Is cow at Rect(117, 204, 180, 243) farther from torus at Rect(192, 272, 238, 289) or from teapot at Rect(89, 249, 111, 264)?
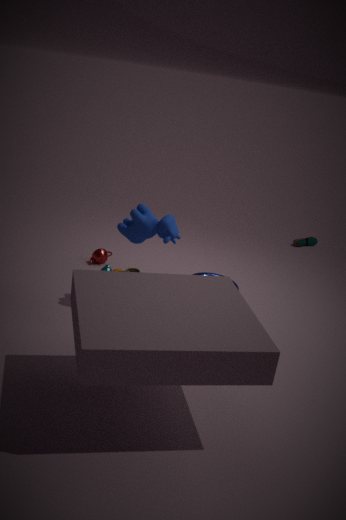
teapot at Rect(89, 249, 111, 264)
